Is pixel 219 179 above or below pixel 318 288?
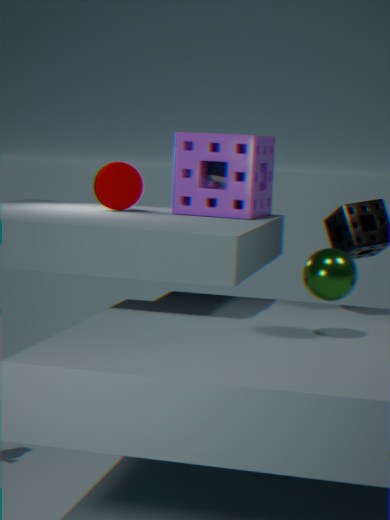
above
